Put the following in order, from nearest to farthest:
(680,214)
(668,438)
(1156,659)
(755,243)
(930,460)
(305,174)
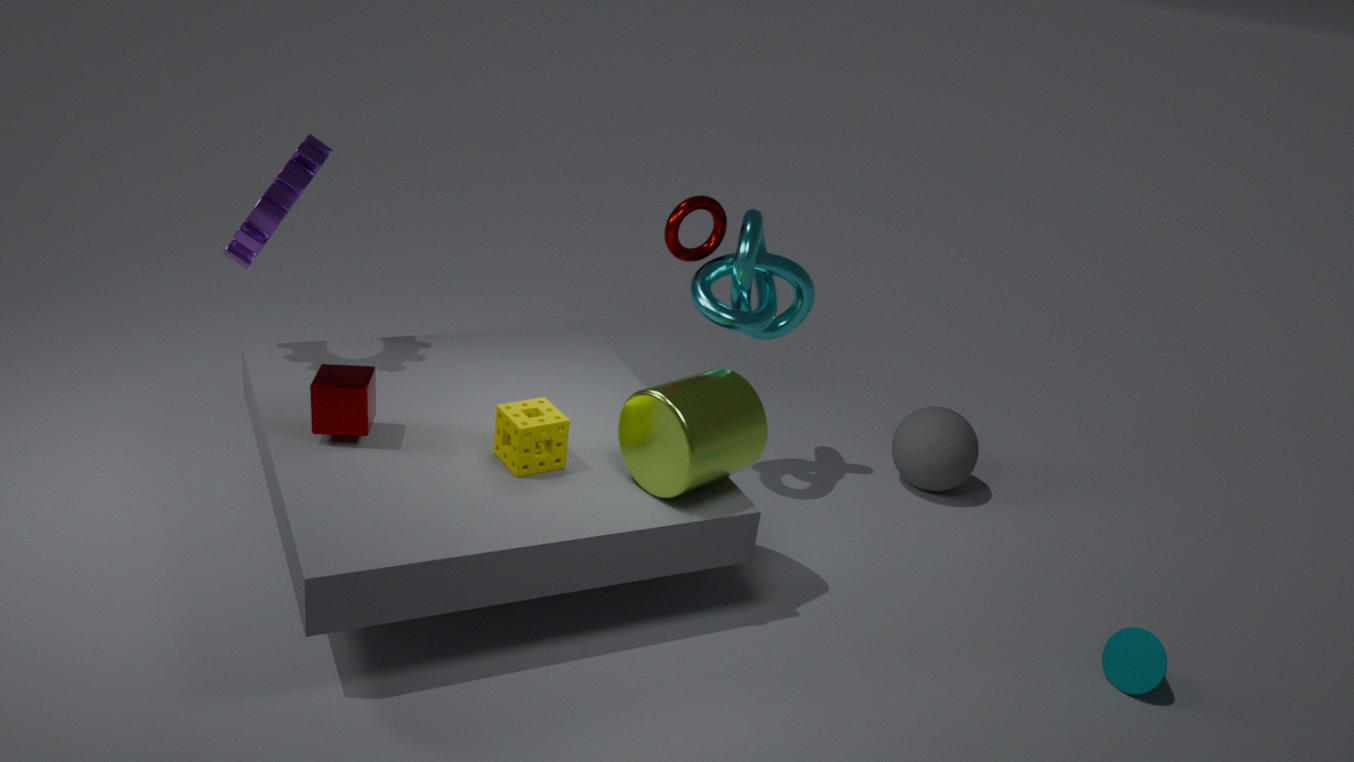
(668,438) < (1156,659) < (305,174) < (680,214) < (755,243) < (930,460)
